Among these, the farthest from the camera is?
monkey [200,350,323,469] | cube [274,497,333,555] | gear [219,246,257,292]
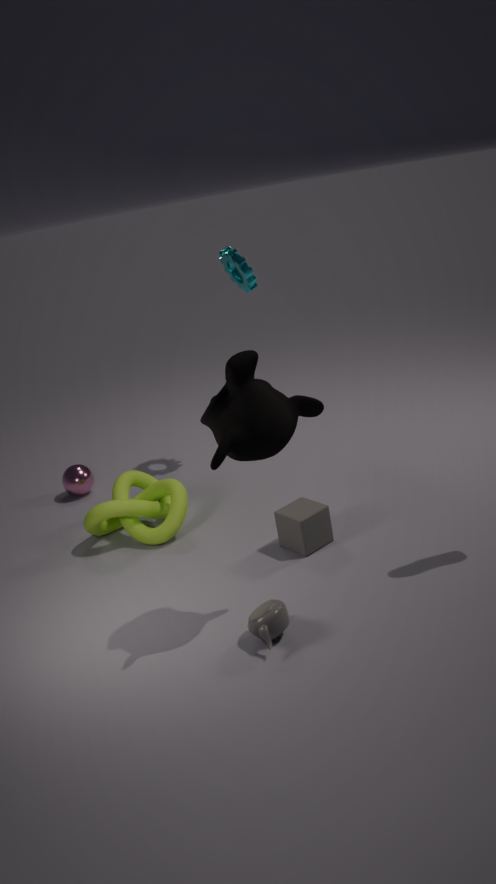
gear [219,246,257,292]
